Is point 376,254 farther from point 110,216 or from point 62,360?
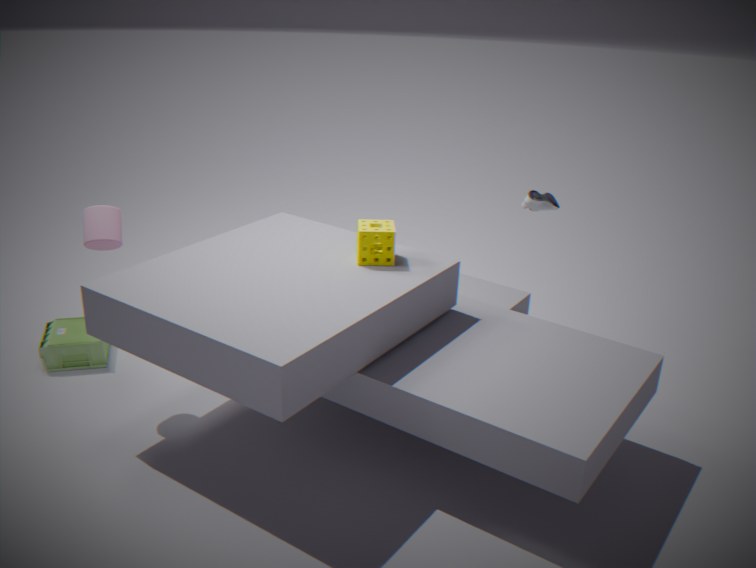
point 62,360
